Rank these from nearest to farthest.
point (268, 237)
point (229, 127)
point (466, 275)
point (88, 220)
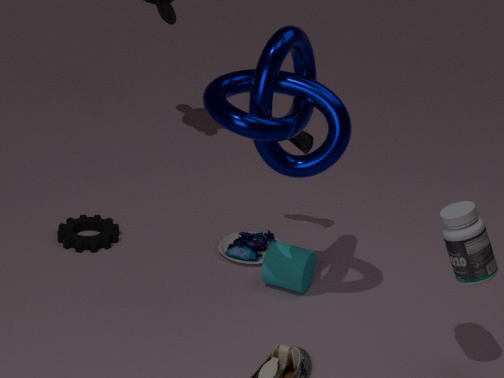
point (466, 275)
point (229, 127)
point (268, 237)
point (88, 220)
